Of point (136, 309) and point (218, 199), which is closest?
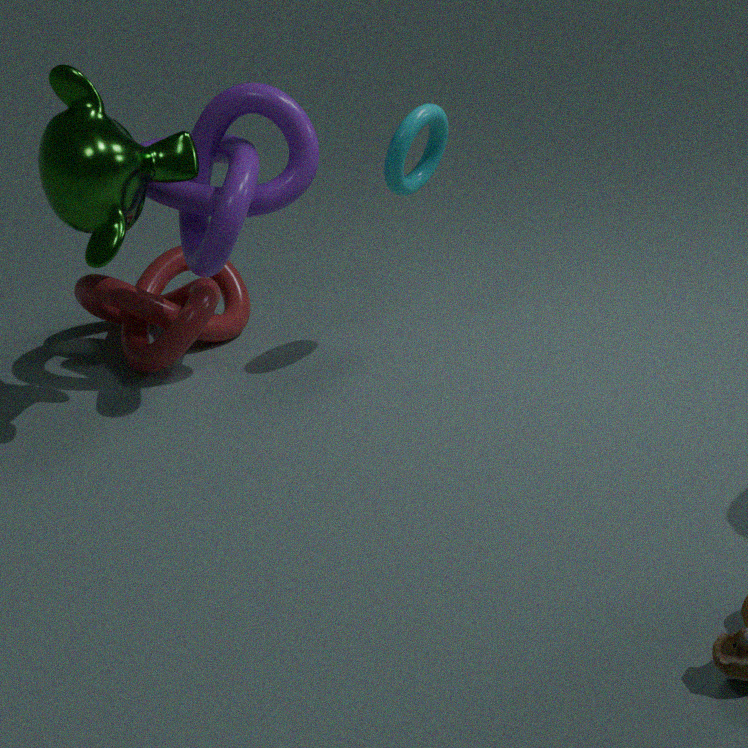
point (218, 199)
